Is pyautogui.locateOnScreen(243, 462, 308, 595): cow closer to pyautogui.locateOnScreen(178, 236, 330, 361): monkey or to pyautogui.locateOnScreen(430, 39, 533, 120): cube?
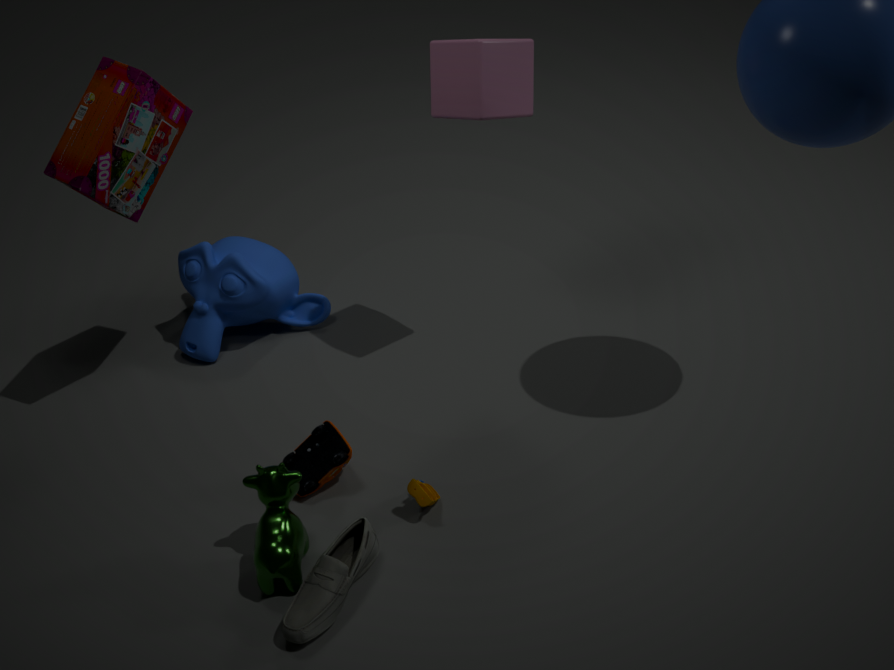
pyautogui.locateOnScreen(178, 236, 330, 361): monkey
